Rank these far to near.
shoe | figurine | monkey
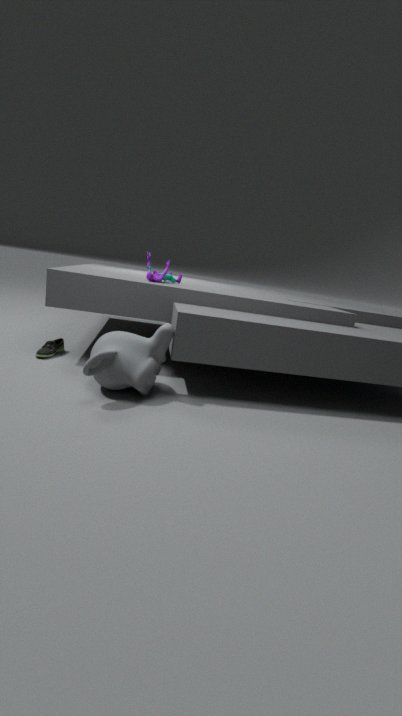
1. figurine
2. shoe
3. monkey
